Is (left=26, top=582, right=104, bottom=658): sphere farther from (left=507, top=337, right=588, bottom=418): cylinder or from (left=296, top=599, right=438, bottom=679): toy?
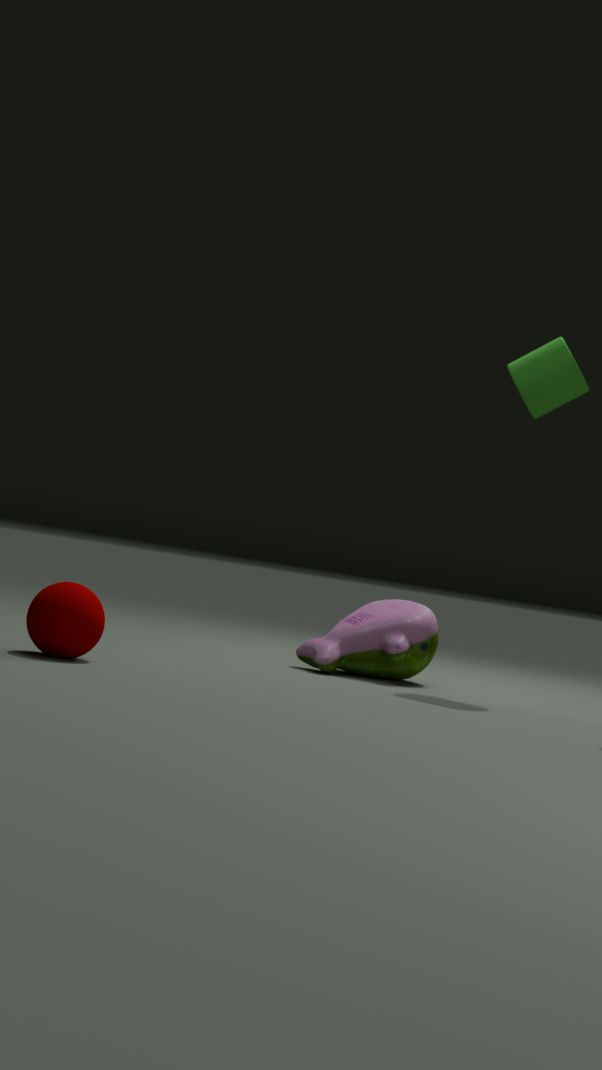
(left=507, top=337, right=588, bottom=418): cylinder
